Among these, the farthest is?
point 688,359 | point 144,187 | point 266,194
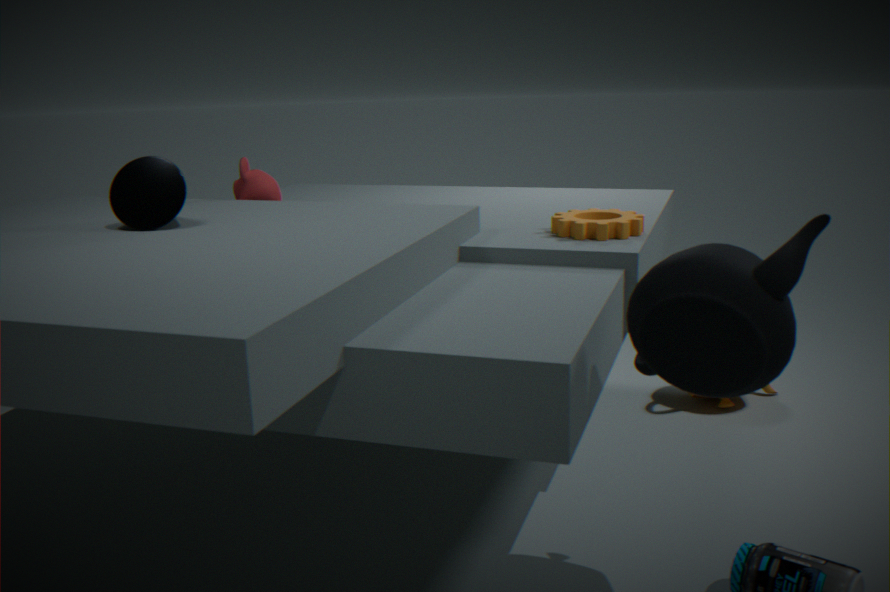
point 266,194
